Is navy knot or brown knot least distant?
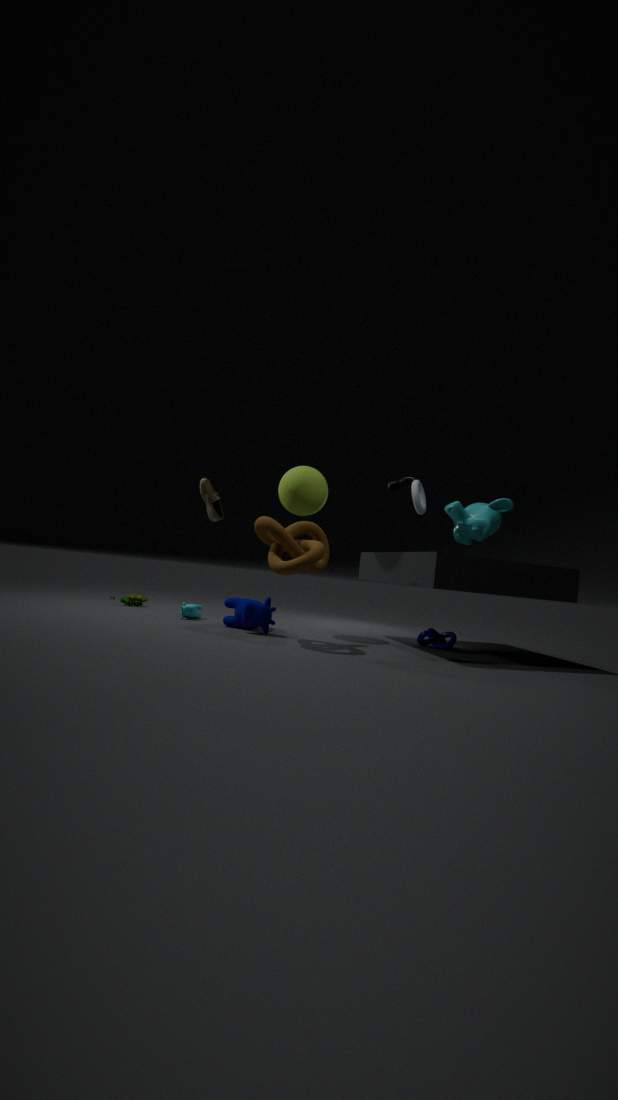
brown knot
